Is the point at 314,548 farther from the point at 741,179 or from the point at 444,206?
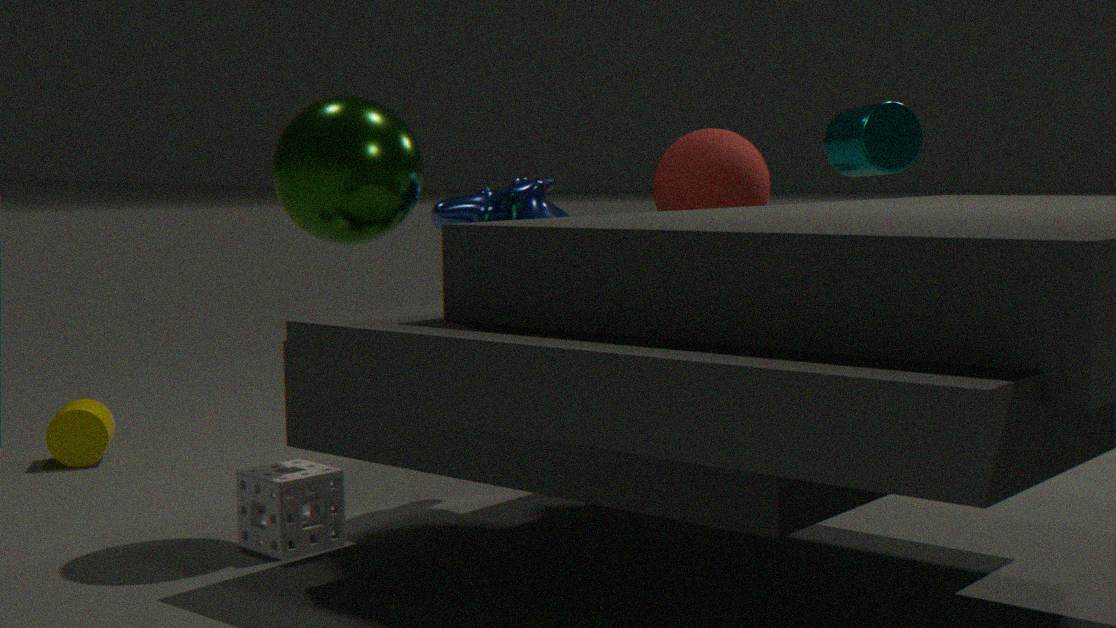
the point at 741,179
